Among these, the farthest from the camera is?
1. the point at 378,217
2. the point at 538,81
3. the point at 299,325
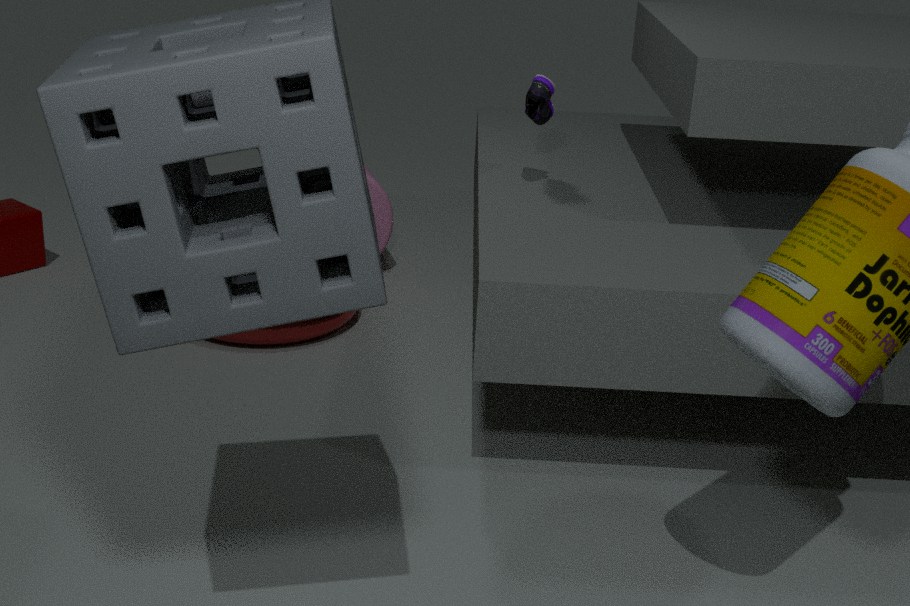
the point at 378,217
